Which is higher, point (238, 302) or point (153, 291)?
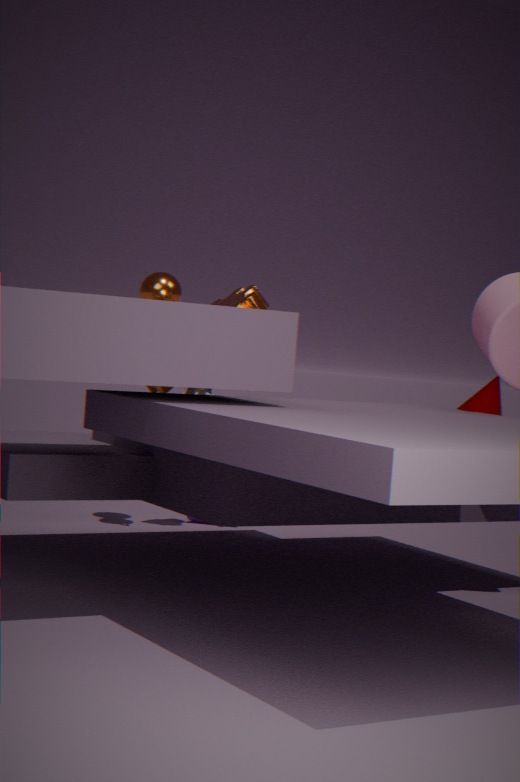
point (153, 291)
